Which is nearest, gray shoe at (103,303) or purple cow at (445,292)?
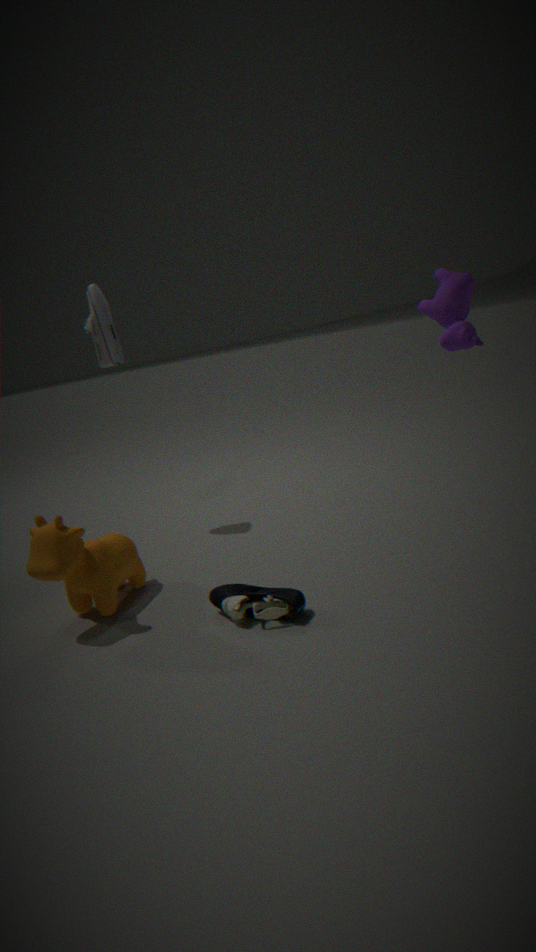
purple cow at (445,292)
